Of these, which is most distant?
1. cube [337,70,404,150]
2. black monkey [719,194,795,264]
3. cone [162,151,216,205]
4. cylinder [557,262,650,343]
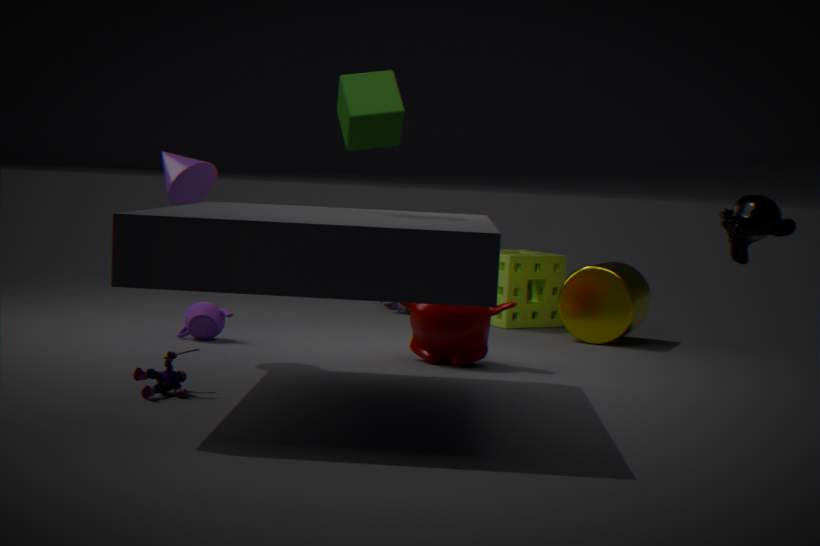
cylinder [557,262,650,343]
